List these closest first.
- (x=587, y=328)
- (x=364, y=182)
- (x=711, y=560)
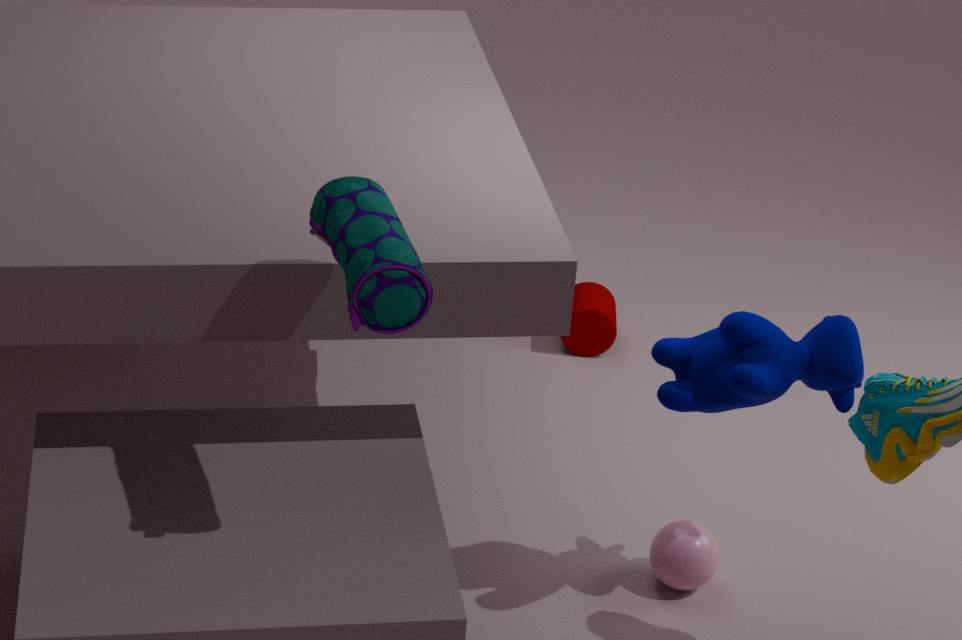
1. (x=364, y=182)
2. (x=711, y=560)
3. (x=587, y=328)
